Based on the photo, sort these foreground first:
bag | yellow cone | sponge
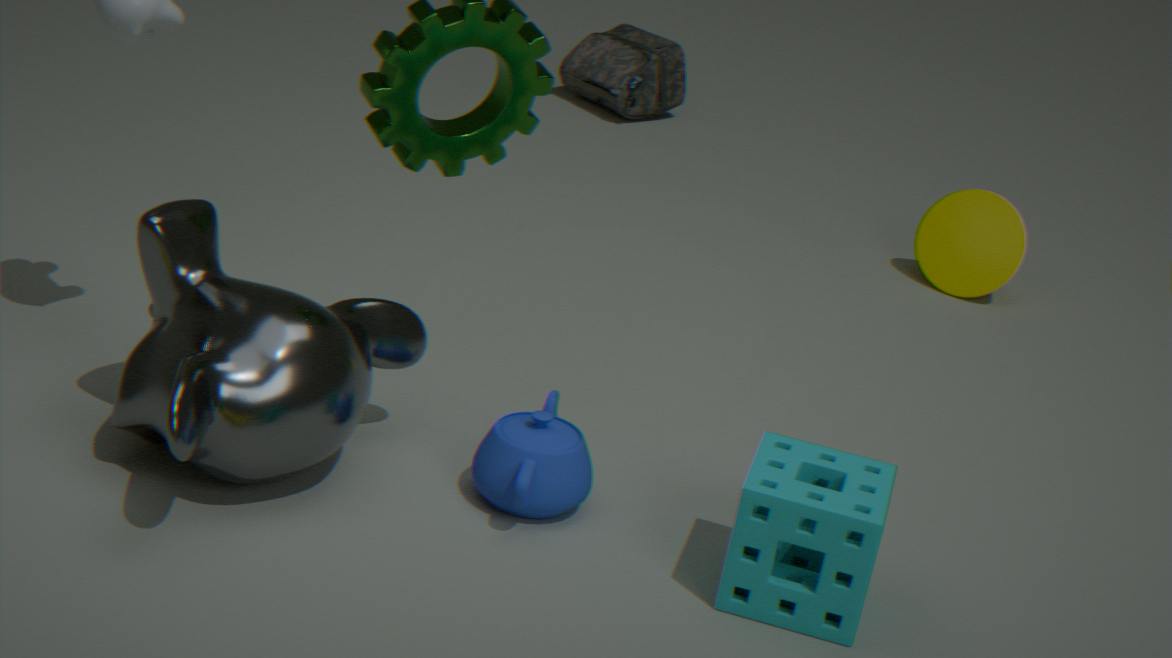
sponge < yellow cone < bag
